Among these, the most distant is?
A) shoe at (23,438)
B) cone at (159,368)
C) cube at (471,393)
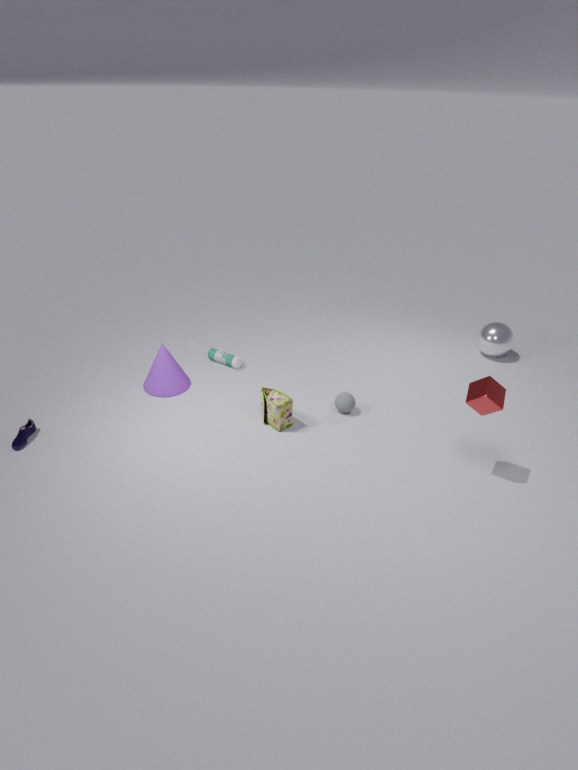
cone at (159,368)
